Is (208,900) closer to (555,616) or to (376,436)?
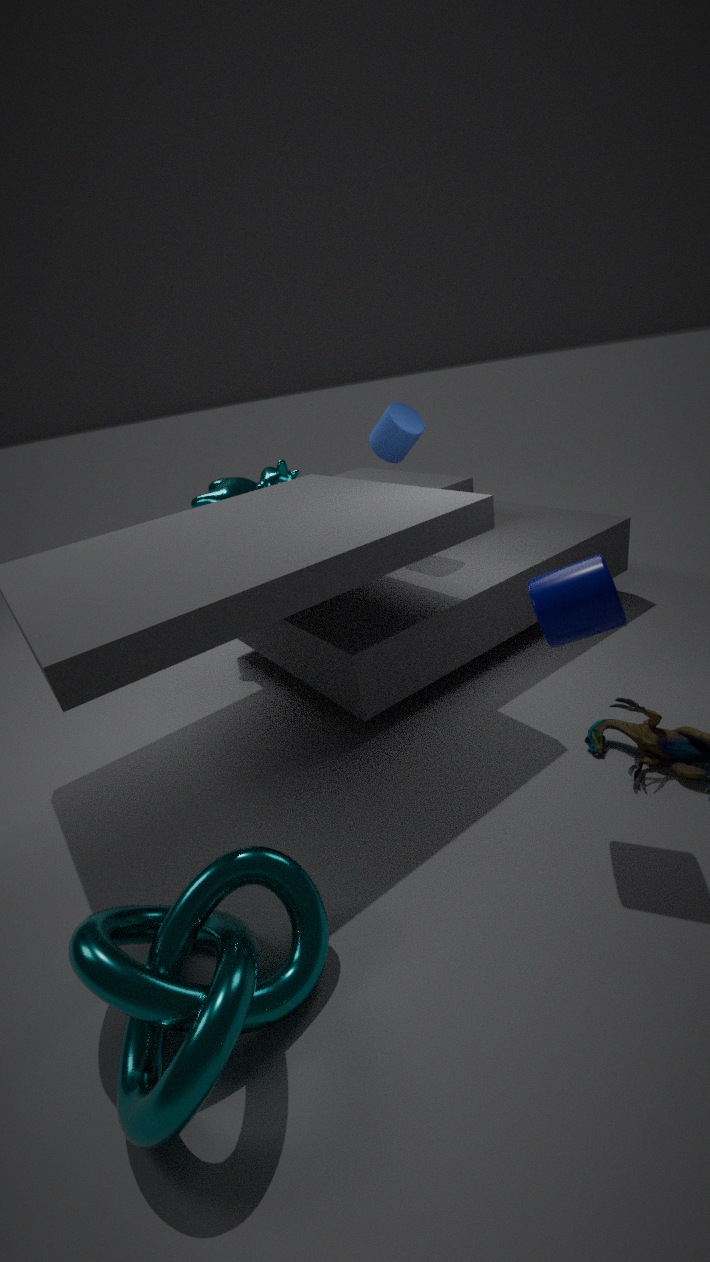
(555,616)
